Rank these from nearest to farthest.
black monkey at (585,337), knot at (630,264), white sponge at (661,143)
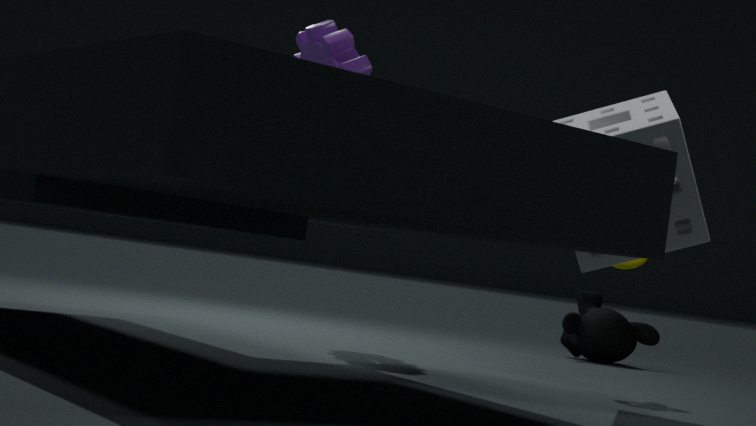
1. white sponge at (661,143)
2. knot at (630,264)
3. black monkey at (585,337)
